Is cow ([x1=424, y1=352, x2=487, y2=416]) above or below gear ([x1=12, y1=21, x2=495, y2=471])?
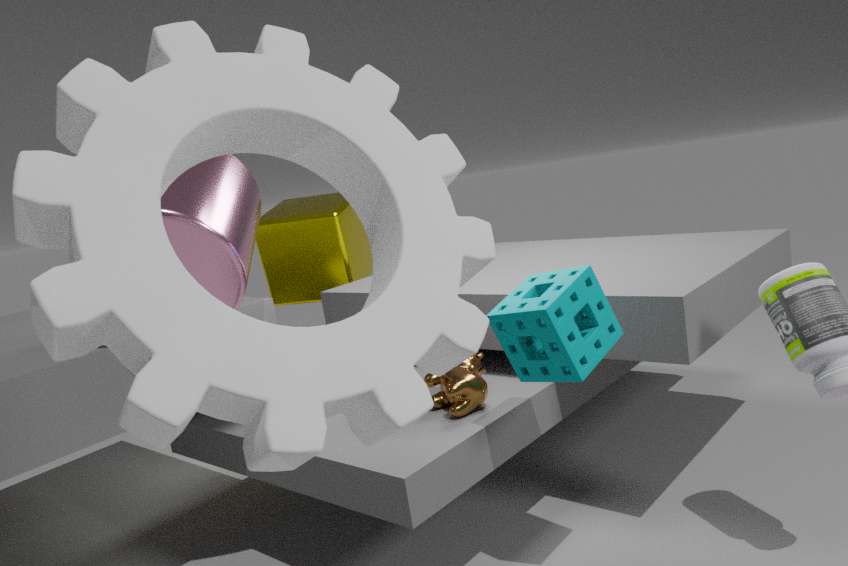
below
